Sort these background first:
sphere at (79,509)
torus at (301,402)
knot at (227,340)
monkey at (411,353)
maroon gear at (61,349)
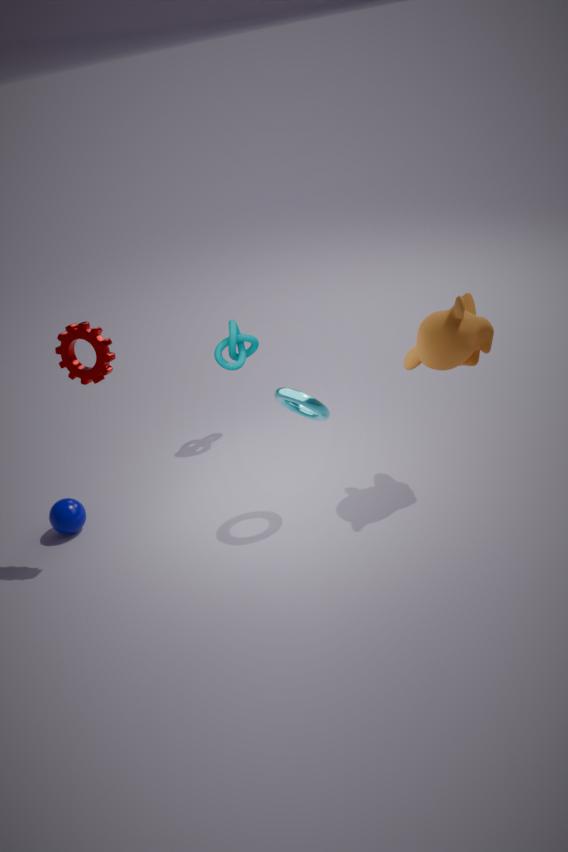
knot at (227,340), sphere at (79,509), torus at (301,402), maroon gear at (61,349), monkey at (411,353)
